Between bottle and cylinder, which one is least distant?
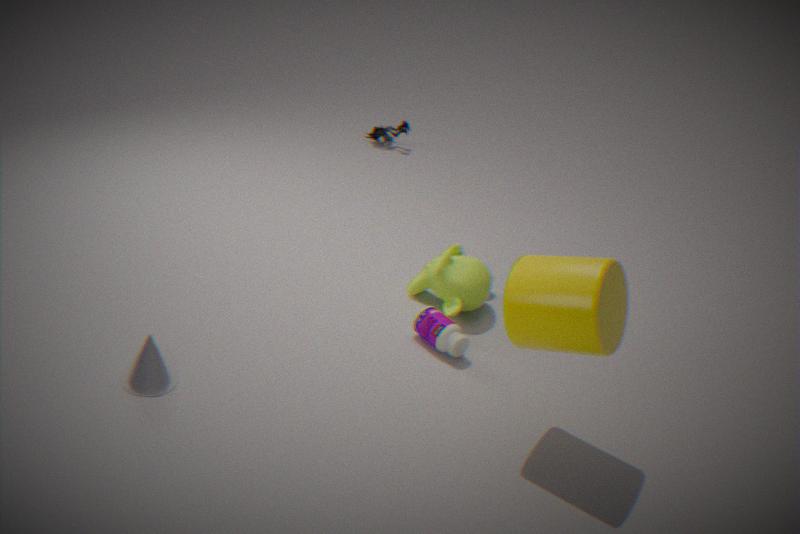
cylinder
